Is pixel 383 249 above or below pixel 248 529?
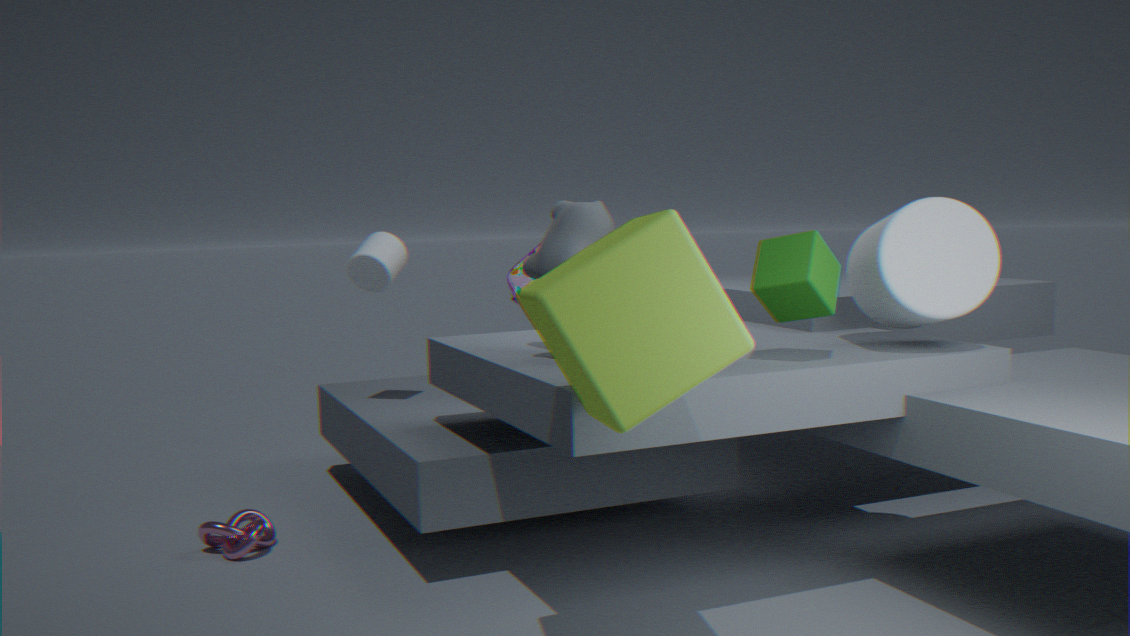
above
